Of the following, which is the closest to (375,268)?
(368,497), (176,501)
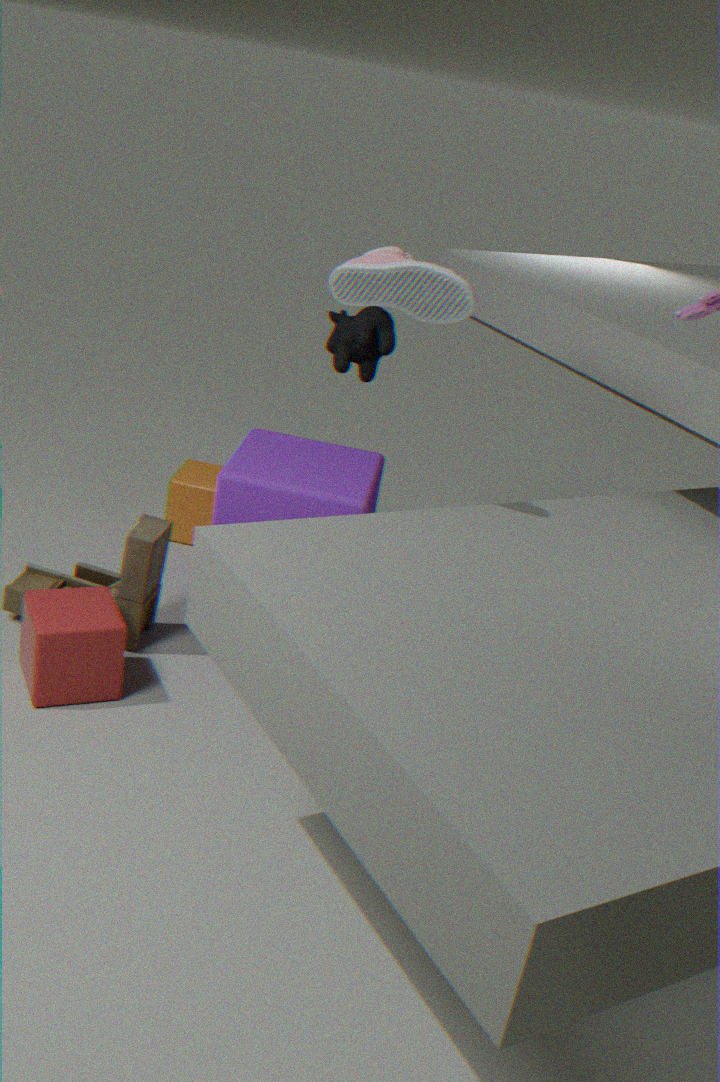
(368,497)
